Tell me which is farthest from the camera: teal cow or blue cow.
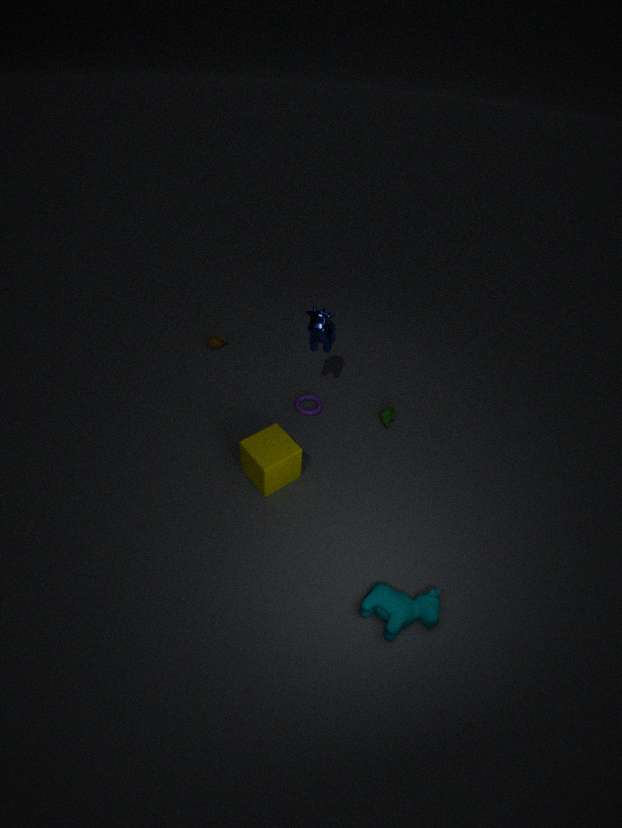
blue cow
